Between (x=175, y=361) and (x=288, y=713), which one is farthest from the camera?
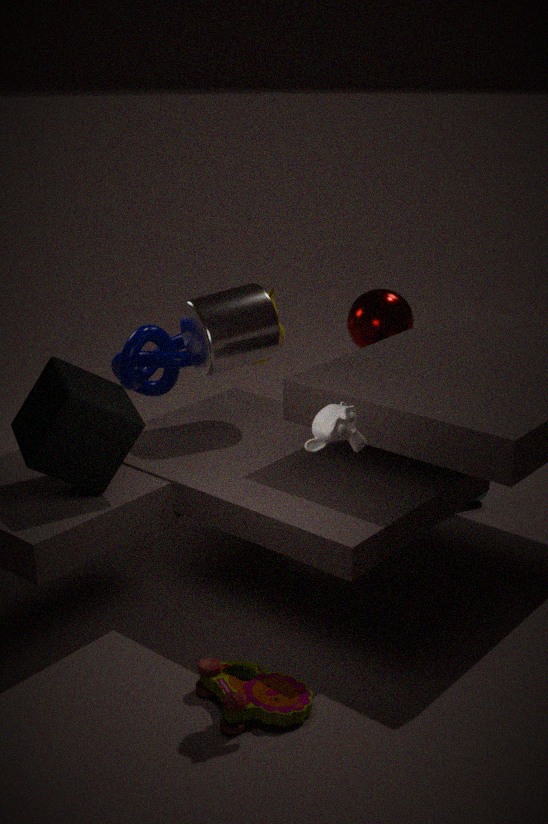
(x=175, y=361)
